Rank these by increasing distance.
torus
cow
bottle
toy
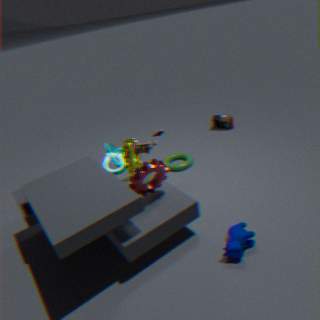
cow < toy < torus < bottle
